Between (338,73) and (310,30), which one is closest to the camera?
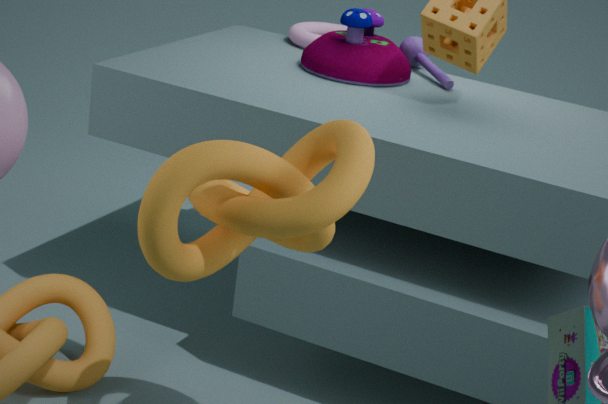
(338,73)
